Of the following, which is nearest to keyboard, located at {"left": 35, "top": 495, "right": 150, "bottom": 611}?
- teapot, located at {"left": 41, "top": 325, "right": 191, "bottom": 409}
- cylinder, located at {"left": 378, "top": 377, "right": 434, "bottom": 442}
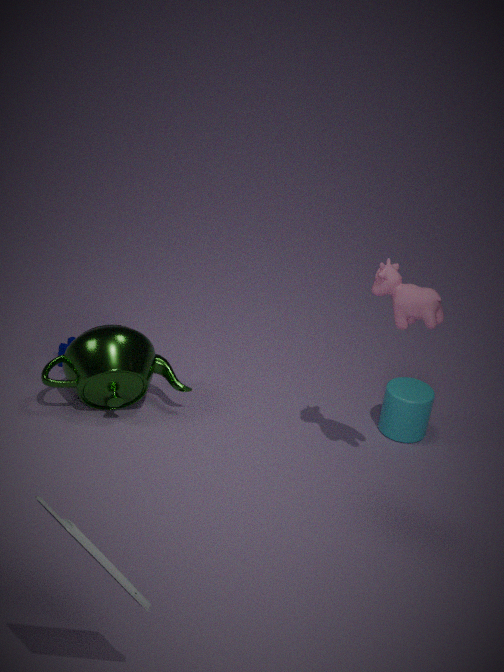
teapot, located at {"left": 41, "top": 325, "right": 191, "bottom": 409}
